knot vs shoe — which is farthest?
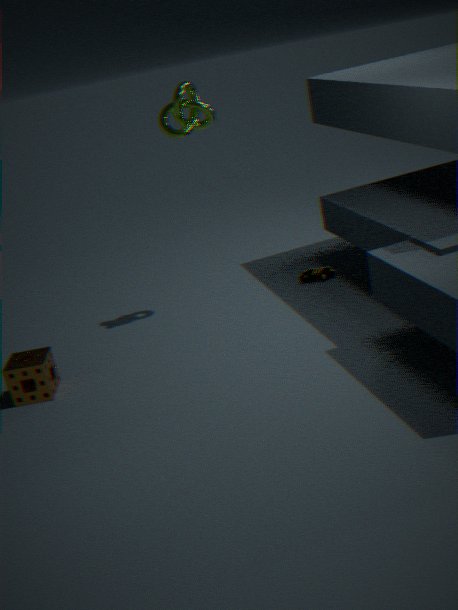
shoe
